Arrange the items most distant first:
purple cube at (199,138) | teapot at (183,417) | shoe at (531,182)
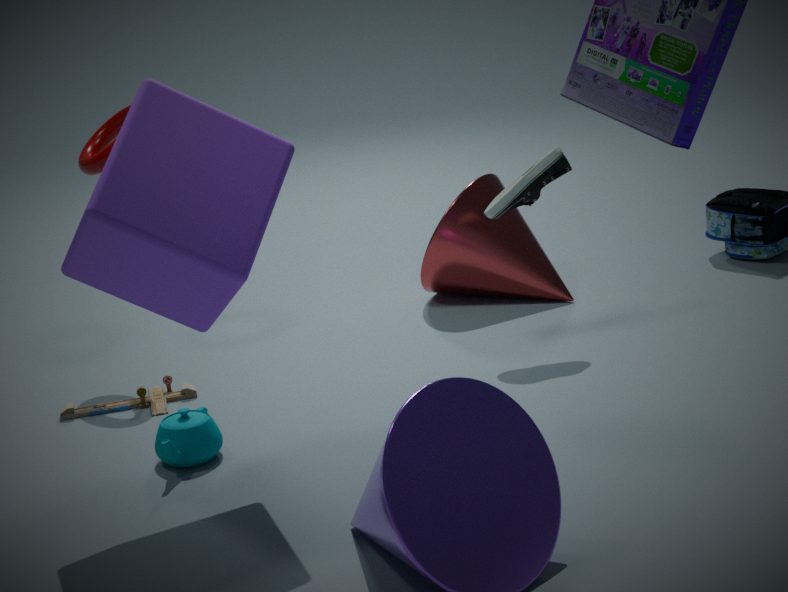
shoe at (531,182) < teapot at (183,417) < purple cube at (199,138)
